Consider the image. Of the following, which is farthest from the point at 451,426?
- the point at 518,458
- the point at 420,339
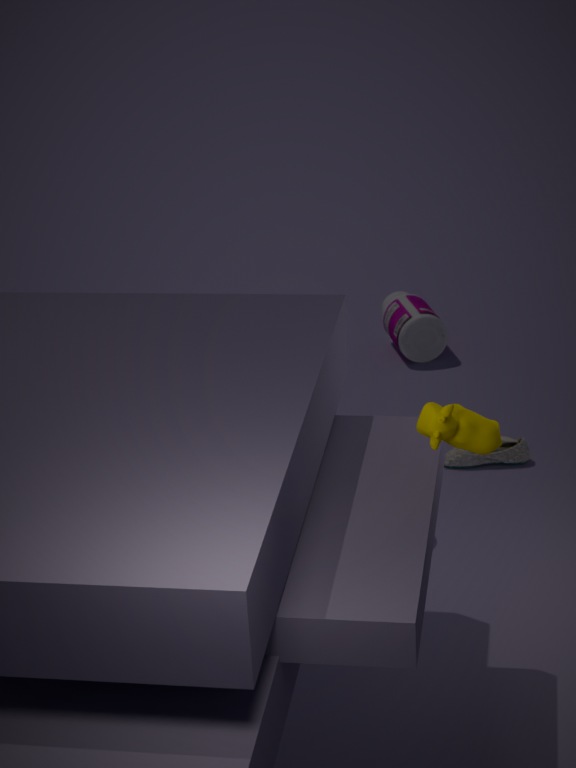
the point at 420,339
